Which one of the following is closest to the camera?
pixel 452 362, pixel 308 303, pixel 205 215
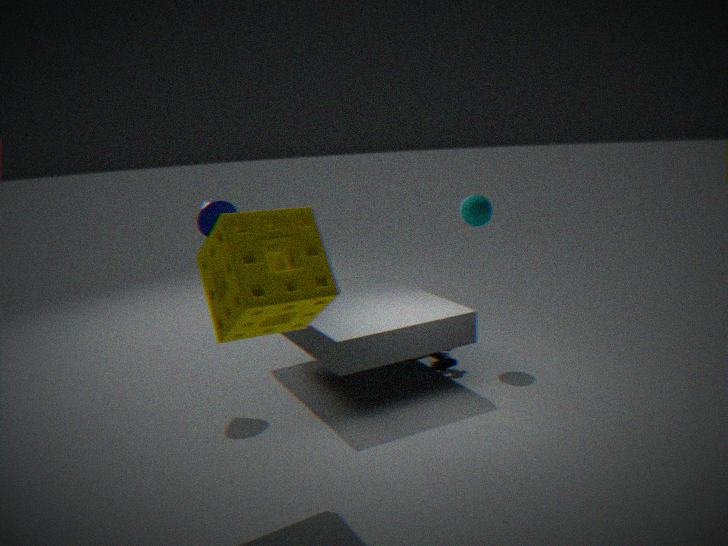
pixel 308 303
